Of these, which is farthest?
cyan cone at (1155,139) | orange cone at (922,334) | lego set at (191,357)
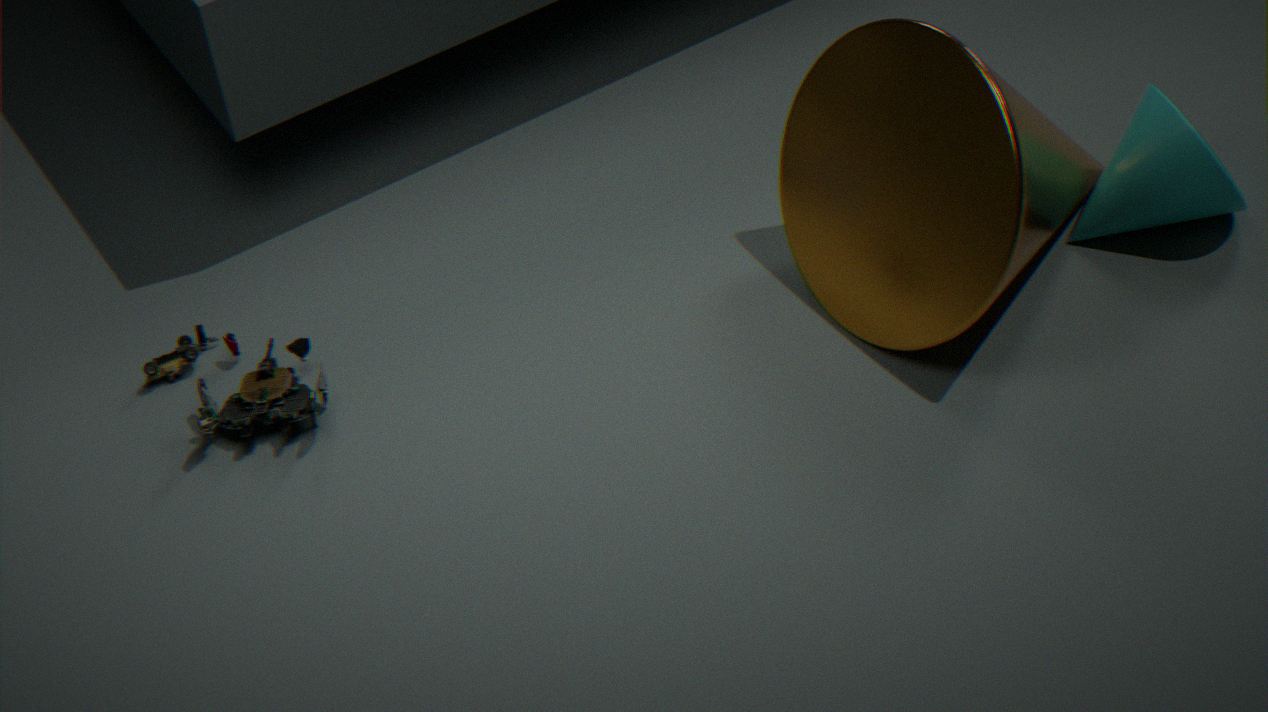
cyan cone at (1155,139)
